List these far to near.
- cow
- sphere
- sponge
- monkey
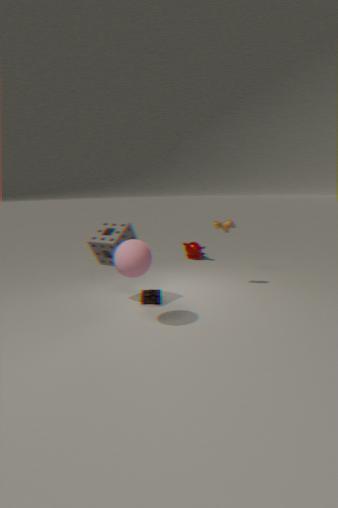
monkey, cow, sponge, sphere
